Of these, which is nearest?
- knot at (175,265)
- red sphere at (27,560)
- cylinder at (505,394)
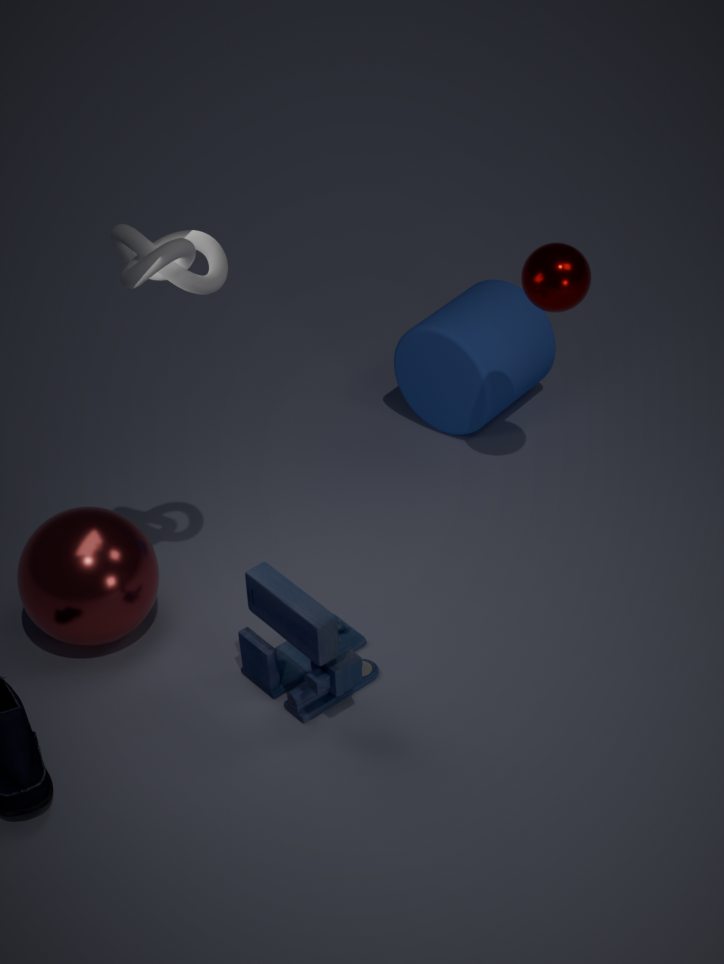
knot at (175,265)
